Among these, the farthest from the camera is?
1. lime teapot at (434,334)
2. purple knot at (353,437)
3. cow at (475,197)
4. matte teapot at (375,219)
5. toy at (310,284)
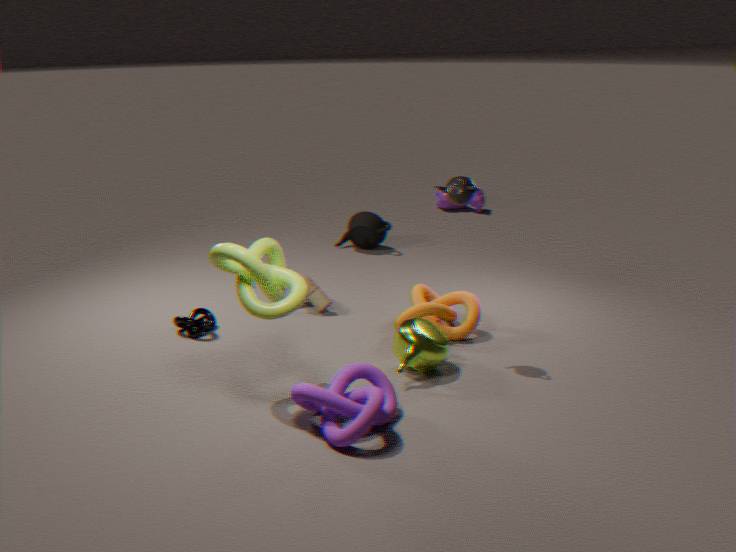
cow at (475,197)
